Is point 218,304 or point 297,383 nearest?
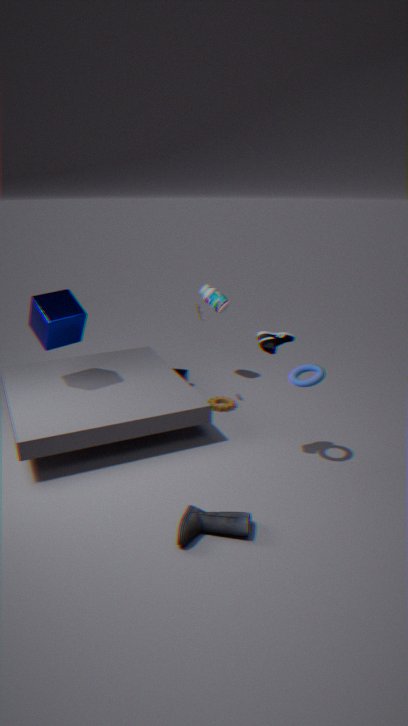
point 297,383
